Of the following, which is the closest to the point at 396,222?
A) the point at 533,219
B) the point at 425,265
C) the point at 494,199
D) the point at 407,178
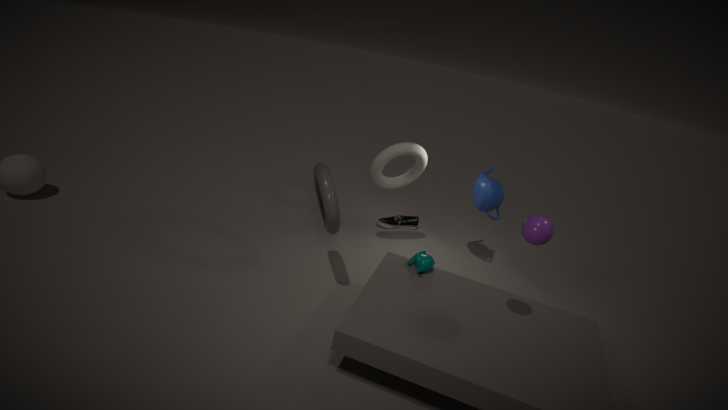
the point at 407,178
